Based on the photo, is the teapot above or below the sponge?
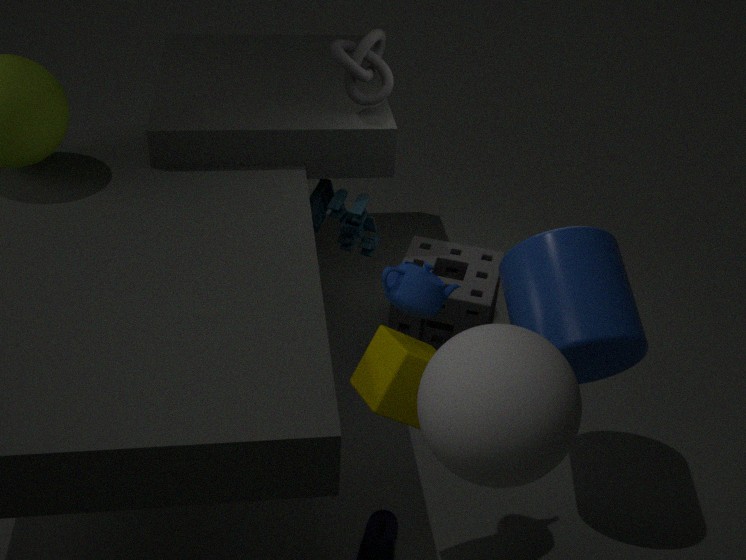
above
